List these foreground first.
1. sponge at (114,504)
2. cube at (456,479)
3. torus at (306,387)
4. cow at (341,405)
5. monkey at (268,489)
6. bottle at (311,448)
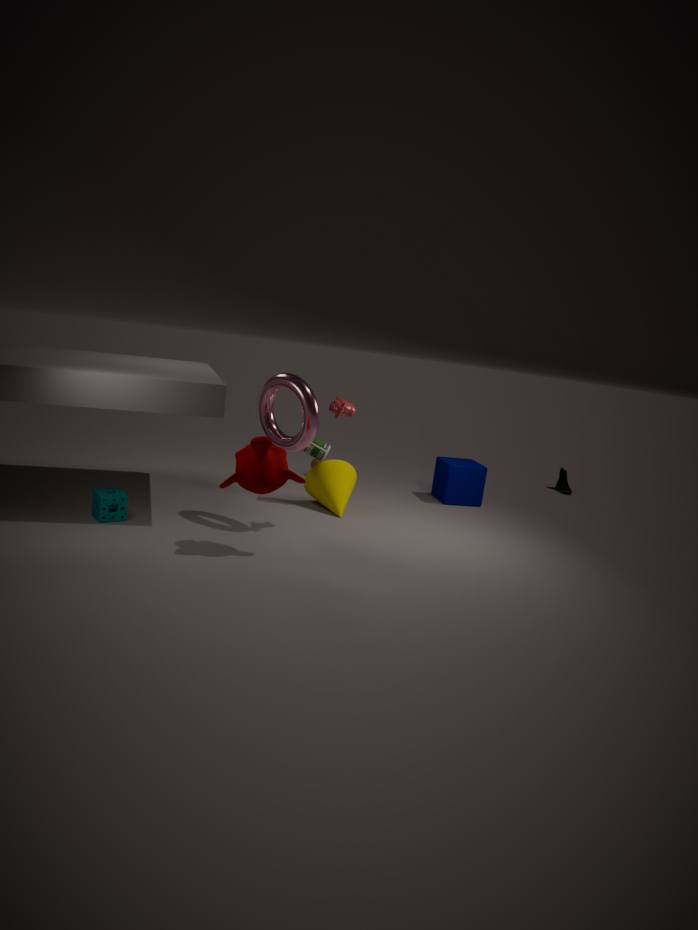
1. monkey at (268,489)
2. torus at (306,387)
3. sponge at (114,504)
4. cow at (341,405)
5. bottle at (311,448)
6. cube at (456,479)
